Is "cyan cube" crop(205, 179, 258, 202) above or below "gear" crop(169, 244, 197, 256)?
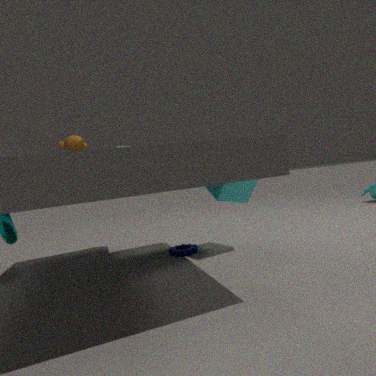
above
